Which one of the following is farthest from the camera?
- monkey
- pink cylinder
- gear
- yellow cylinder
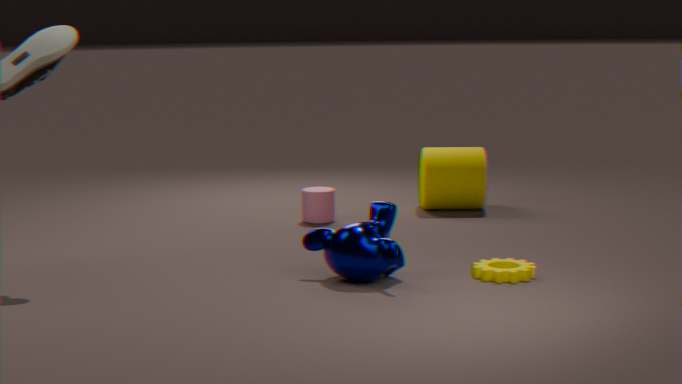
yellow cylinder
